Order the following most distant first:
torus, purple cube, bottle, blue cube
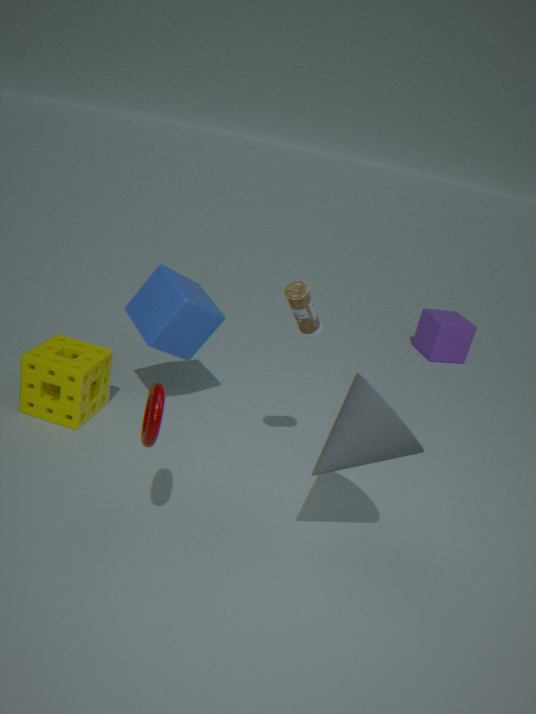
purple cube → blue cube → bottle → torus
